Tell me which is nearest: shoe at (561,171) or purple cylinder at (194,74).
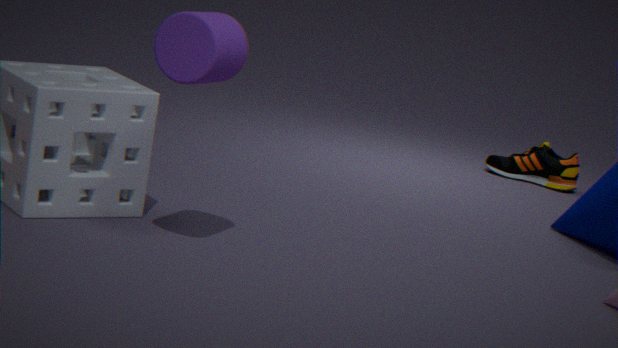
purple cylinder at (194,74)
